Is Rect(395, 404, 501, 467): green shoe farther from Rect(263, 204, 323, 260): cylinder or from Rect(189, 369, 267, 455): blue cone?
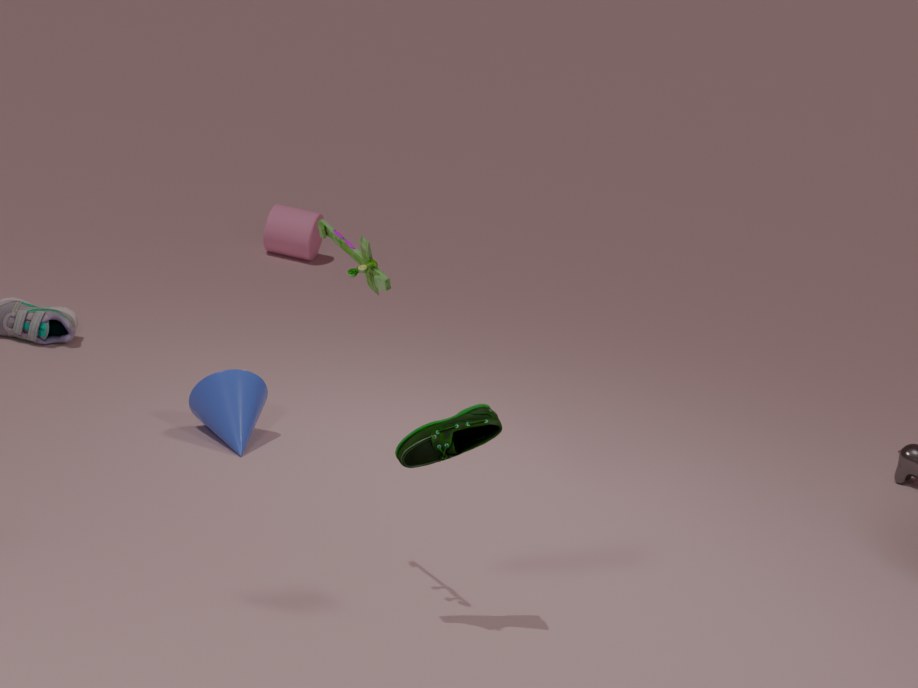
Rect(263, 204, 323, 260): cylinder
